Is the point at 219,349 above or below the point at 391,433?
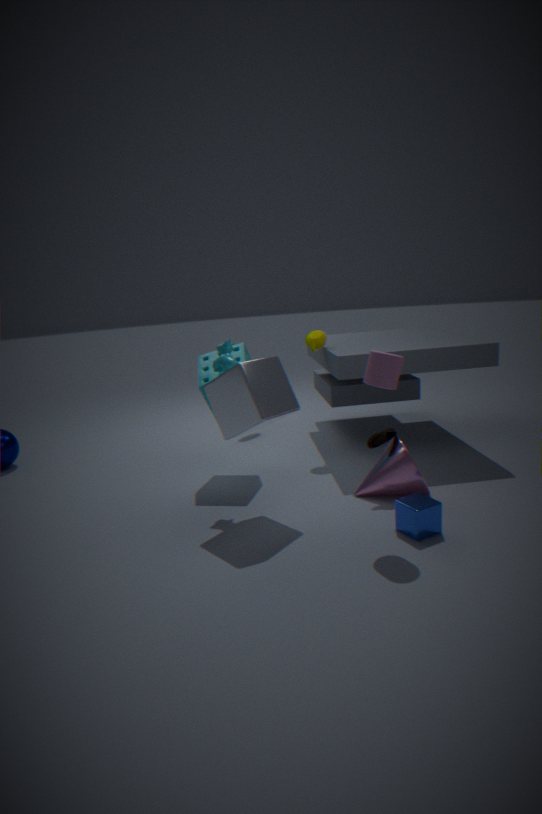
above
